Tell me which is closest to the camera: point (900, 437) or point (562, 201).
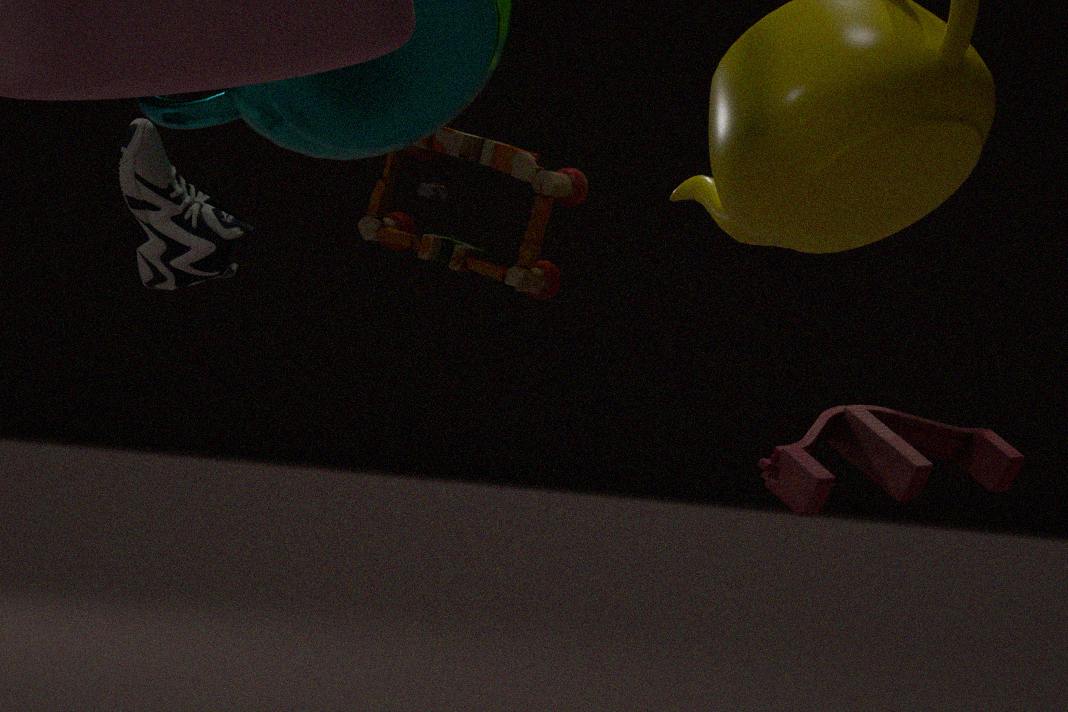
point (900, 437)
